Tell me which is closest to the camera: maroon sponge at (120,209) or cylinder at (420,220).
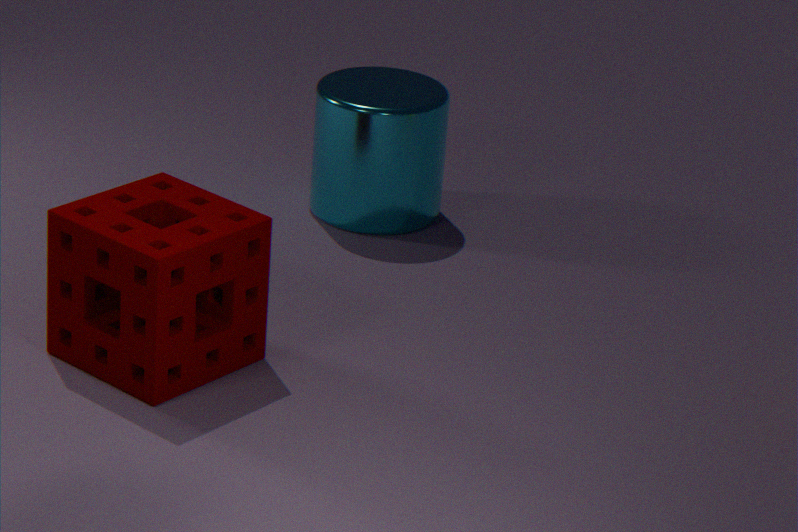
maroon sponge at (120,209)
